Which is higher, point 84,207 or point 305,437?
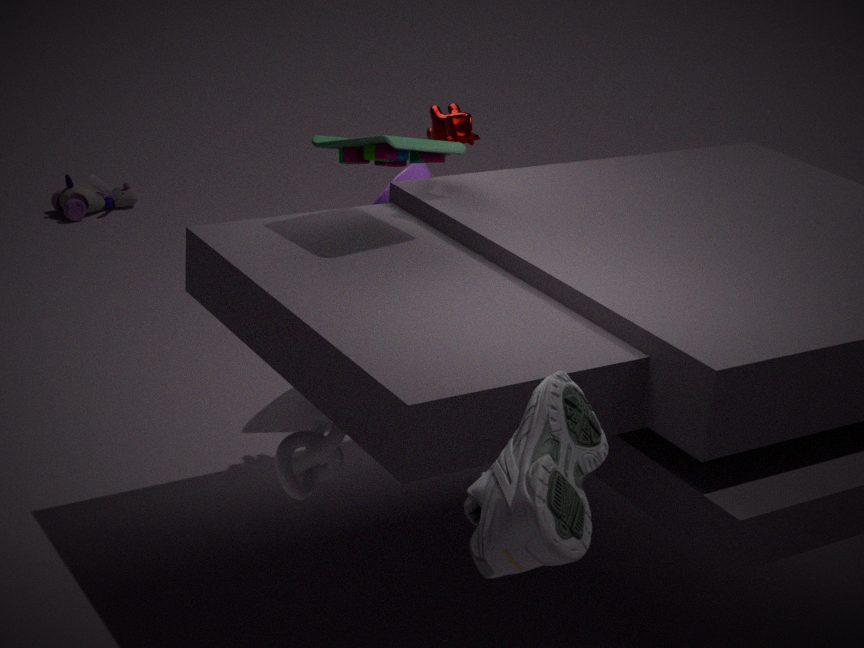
point 305,437
